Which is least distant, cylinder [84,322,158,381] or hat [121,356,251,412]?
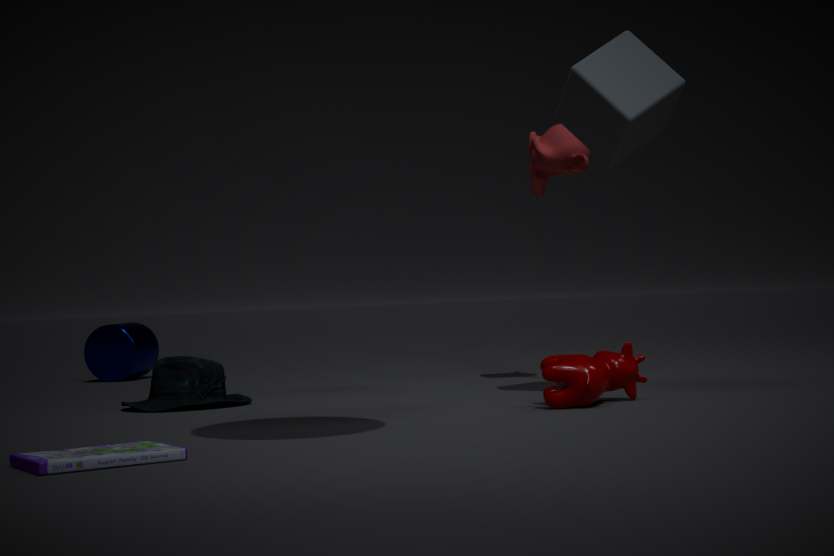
hat [121,356,251,412]
